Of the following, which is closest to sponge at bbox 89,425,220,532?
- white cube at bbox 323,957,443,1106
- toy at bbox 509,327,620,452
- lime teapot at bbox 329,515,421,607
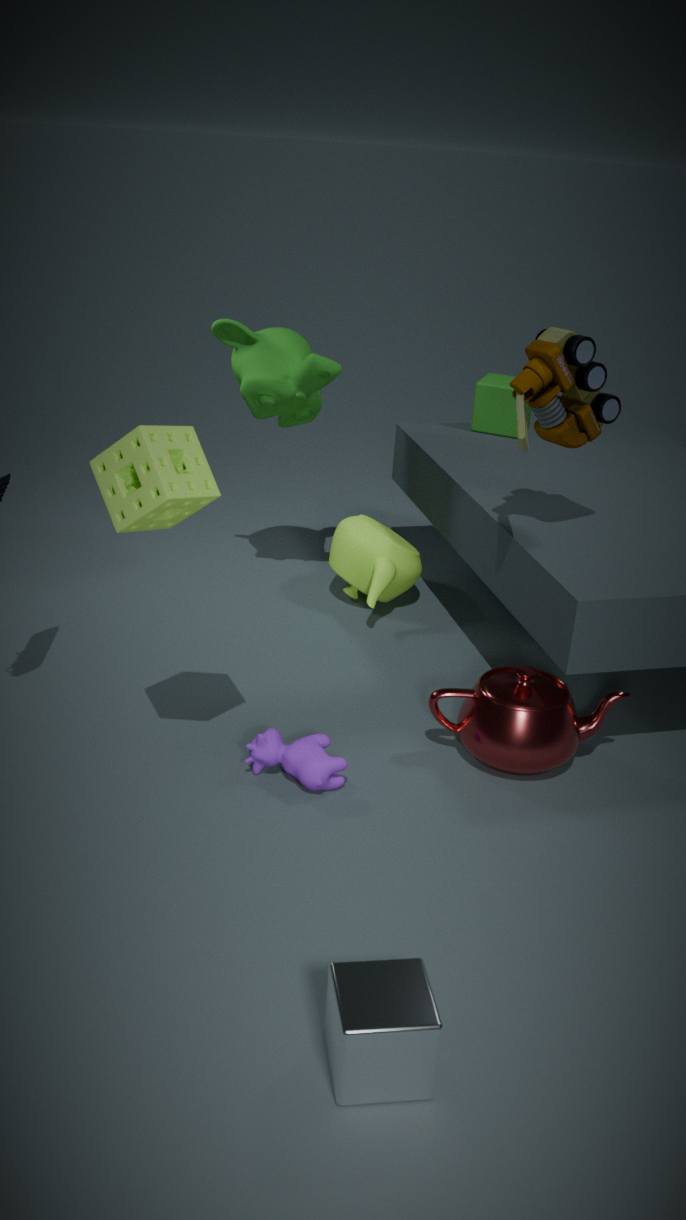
toy at bbox 509,327,620,452
